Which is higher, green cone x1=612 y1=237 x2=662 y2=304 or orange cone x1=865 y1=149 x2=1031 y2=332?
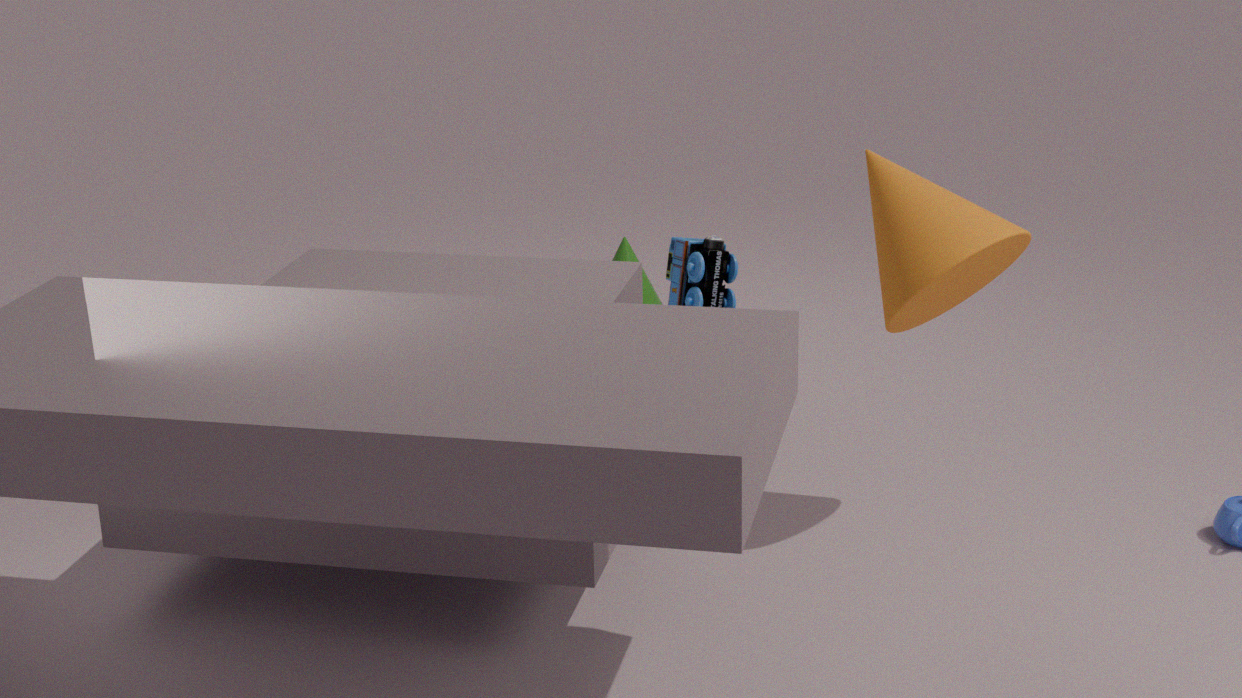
orange cone x1=865 y1=149 x2=1031 y2=332
